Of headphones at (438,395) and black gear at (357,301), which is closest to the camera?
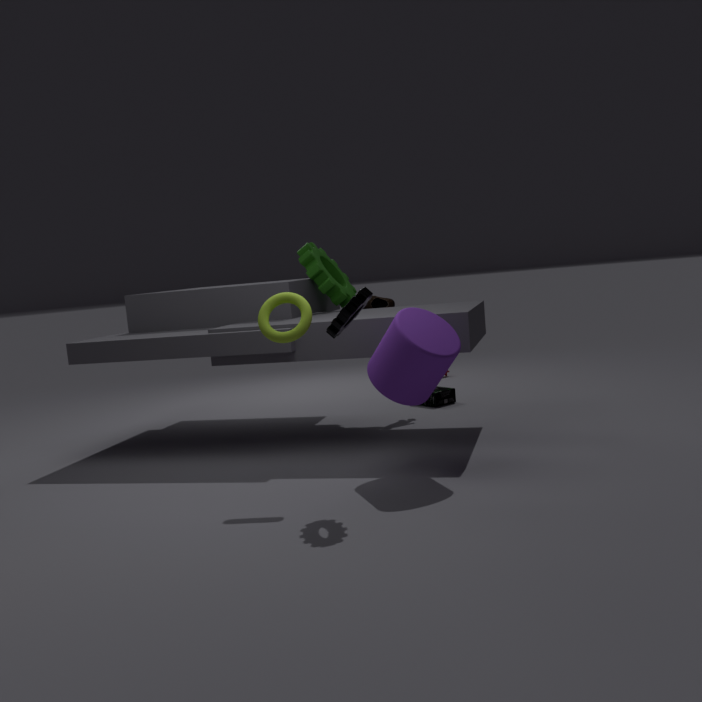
black gear at (357,301)
